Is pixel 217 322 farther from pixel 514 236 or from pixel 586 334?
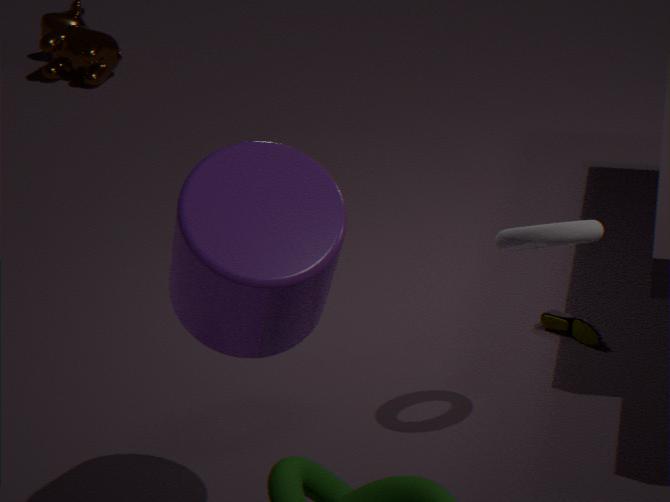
pixel 586 334
